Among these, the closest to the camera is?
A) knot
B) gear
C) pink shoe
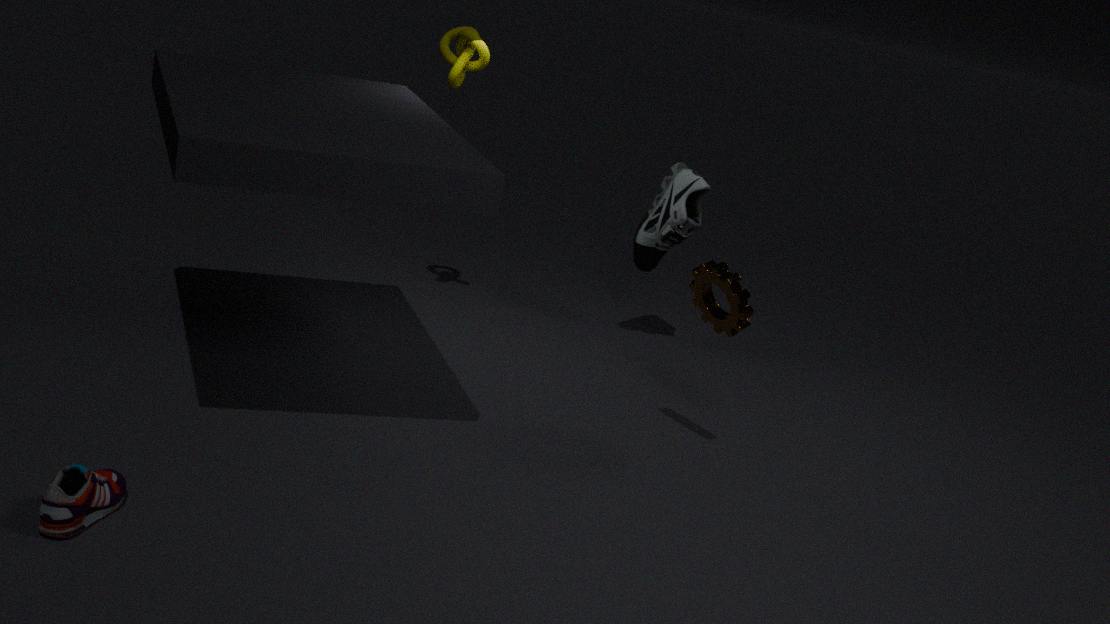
pink shoe
